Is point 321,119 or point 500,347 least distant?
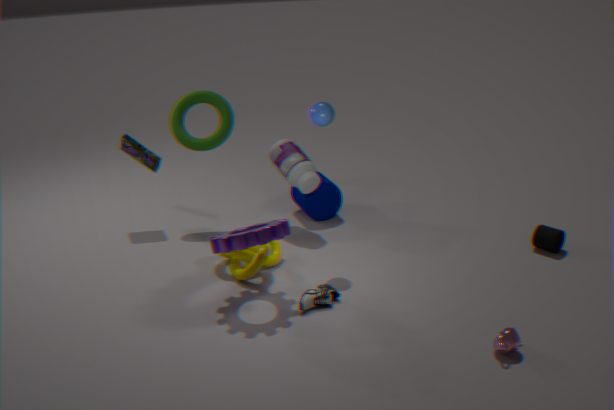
point 500,347
